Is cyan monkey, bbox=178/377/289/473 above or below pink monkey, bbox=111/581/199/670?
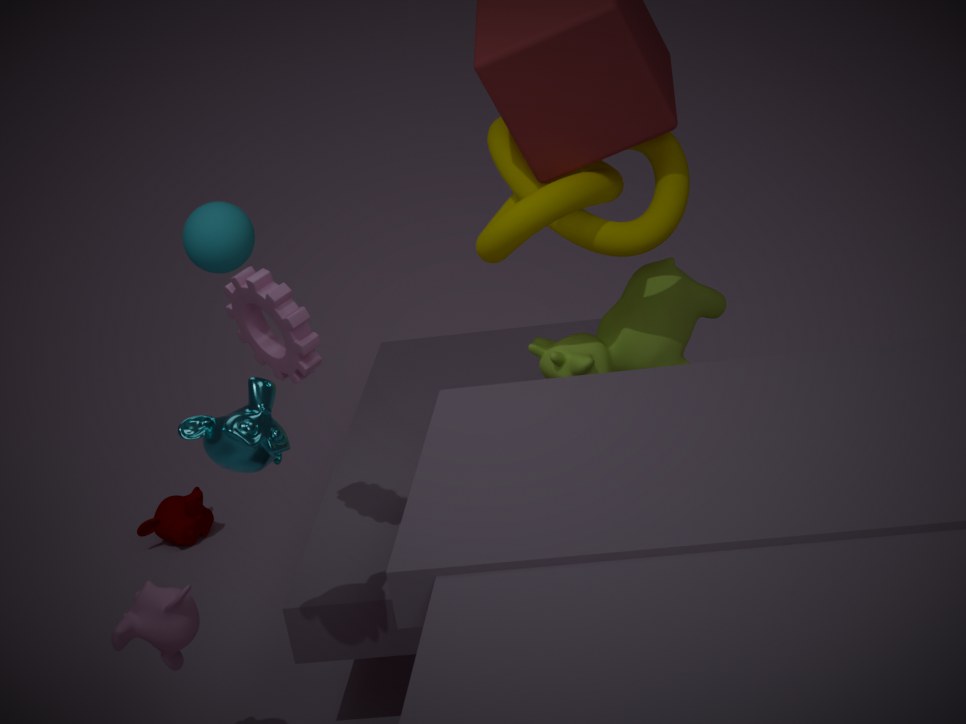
above
